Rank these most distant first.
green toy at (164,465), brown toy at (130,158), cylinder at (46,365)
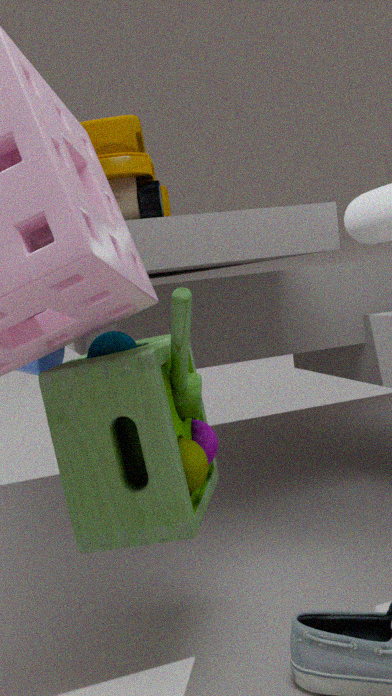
cylinder at (46,365)
brown toy at (130,158)
green toy at (164,465)
